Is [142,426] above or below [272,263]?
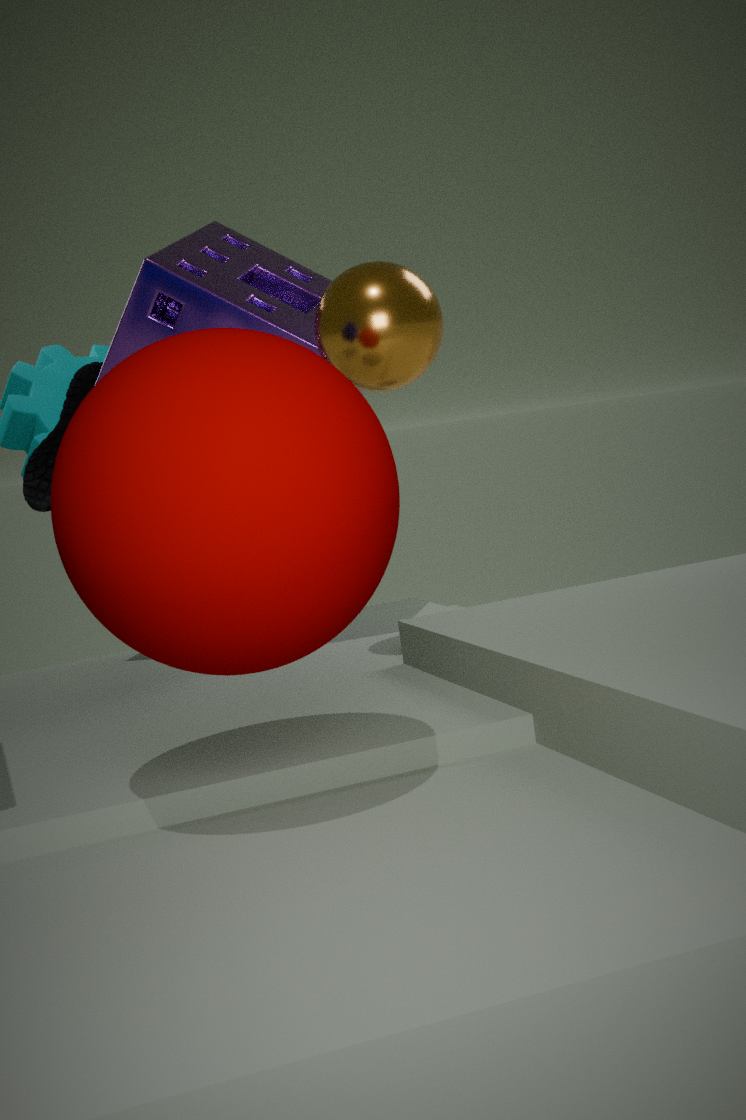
below
